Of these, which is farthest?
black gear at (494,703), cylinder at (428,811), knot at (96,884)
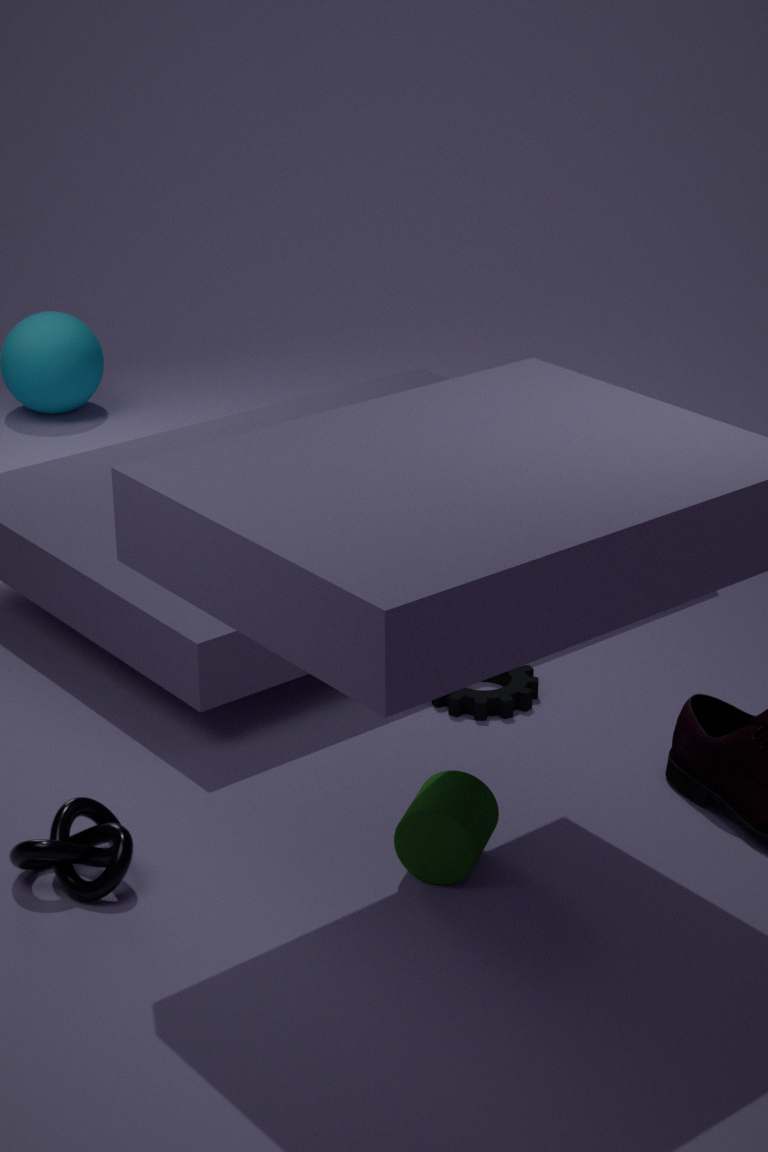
black gear at (494,703)
